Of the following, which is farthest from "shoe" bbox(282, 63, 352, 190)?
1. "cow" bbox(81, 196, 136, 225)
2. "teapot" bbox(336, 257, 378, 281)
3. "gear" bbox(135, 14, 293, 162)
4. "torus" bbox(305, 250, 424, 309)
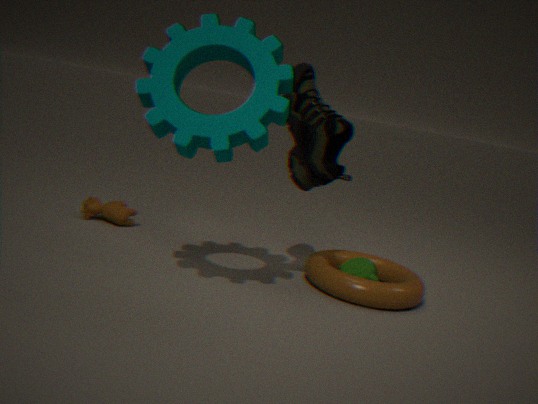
"cow" bbox(81, 196, 136, 225)
